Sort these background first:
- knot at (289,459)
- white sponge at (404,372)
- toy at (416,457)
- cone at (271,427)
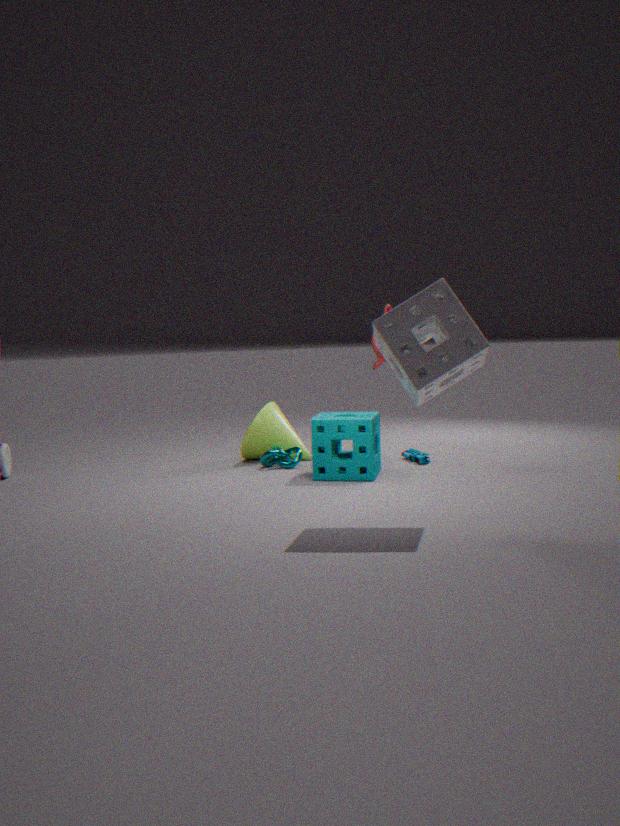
cone at (271,427), toy at (416,457), knot at (289,459), white sponge at (404,372)
